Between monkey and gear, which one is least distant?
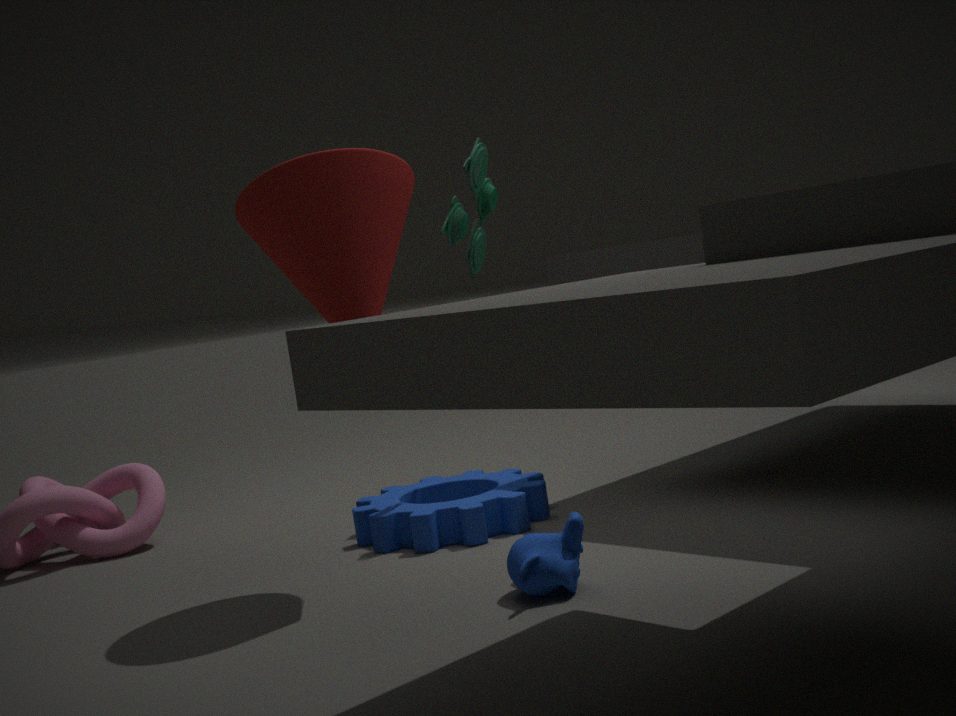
monkey
